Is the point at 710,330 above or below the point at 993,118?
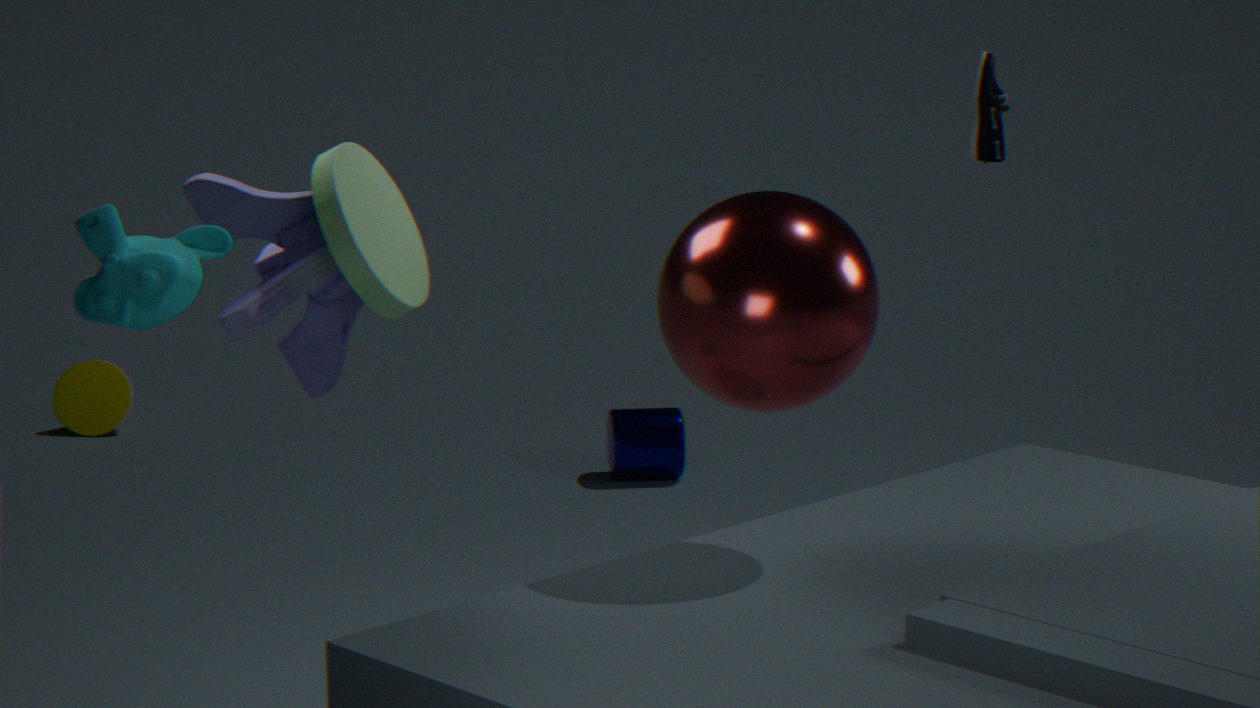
below
